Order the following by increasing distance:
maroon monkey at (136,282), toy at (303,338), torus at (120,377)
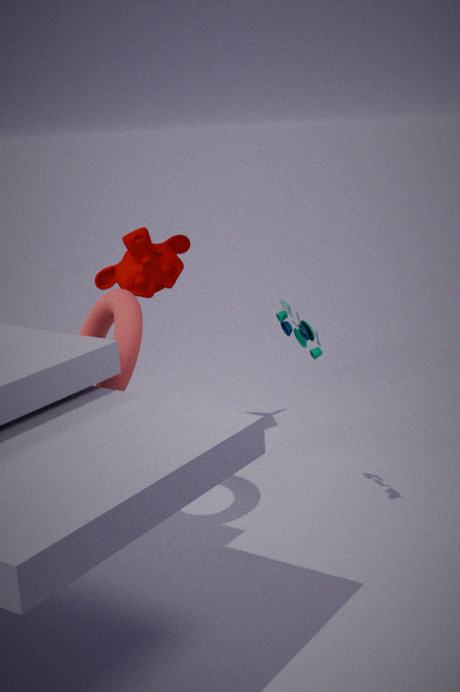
torus at (120,377)
toy at (303,338)
maroon monkey at (136,282)
